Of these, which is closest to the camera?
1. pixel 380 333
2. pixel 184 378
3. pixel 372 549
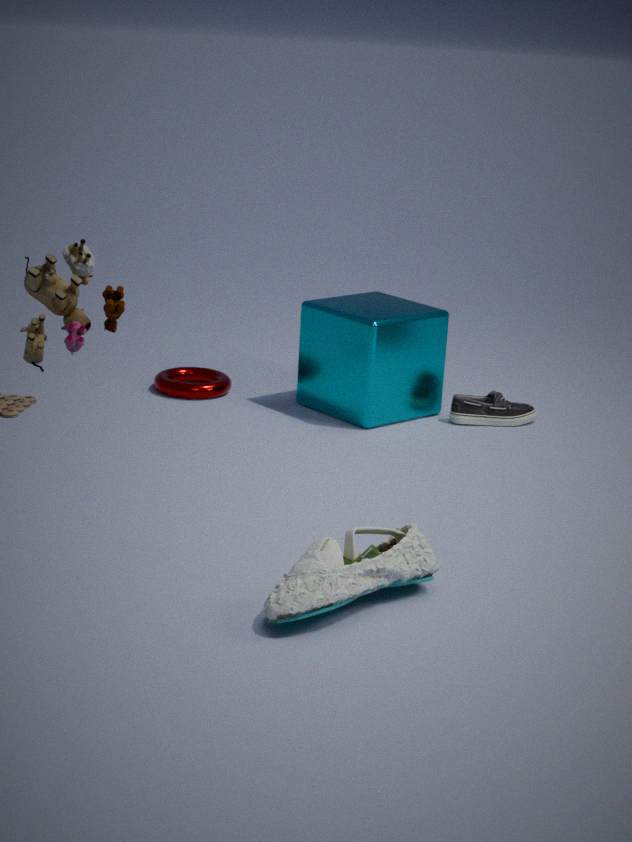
pixel 372 549
